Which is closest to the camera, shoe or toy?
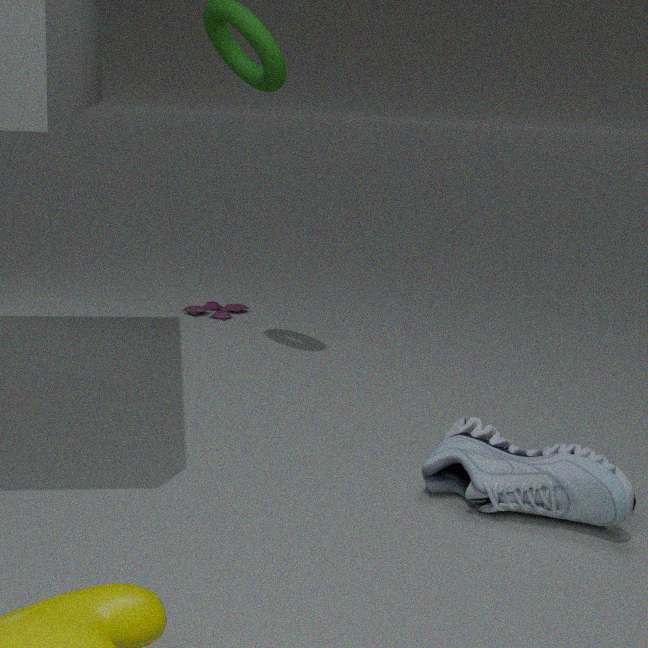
shoe
